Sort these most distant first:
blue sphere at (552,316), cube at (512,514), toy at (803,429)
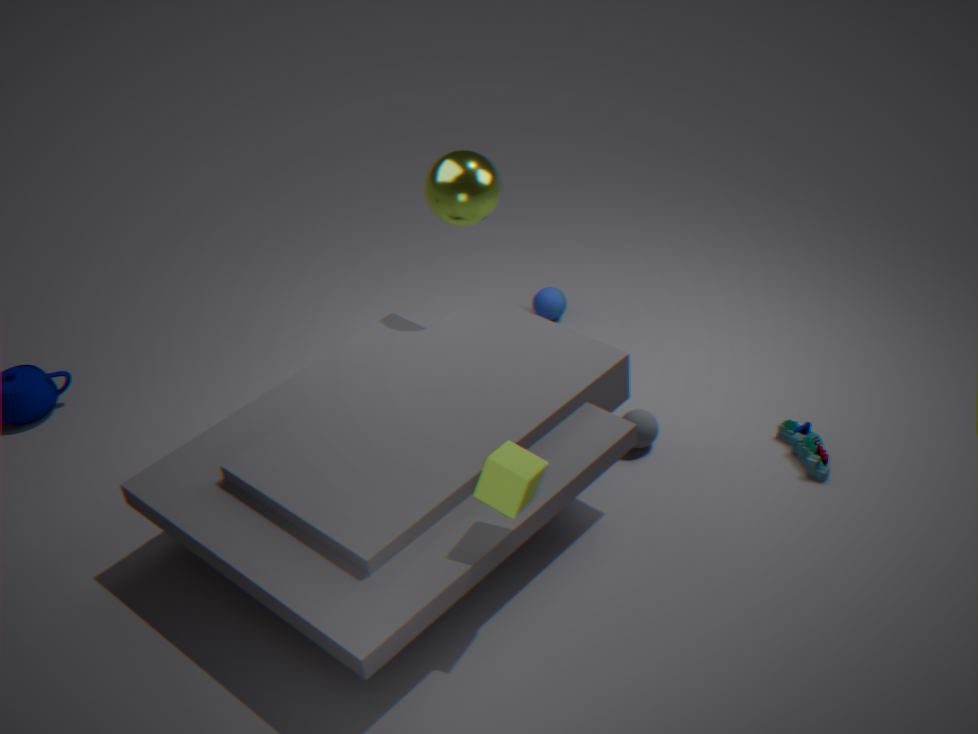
blue sphere at (552,316), toy at (803,429), cube at (512,514)
